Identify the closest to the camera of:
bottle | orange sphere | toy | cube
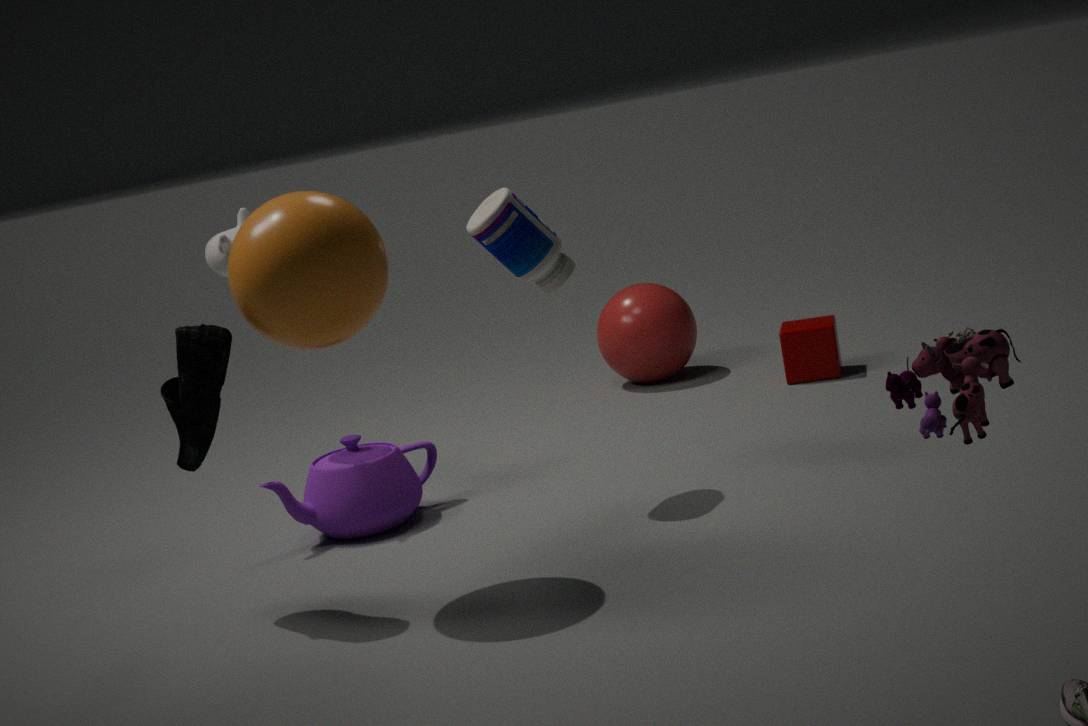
toy
